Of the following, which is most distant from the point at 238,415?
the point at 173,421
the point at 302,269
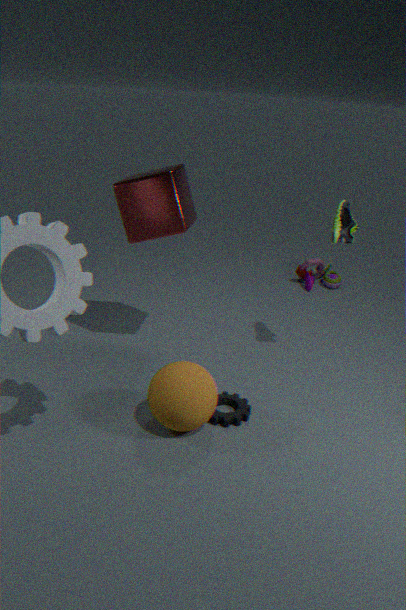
the point at 302,269
